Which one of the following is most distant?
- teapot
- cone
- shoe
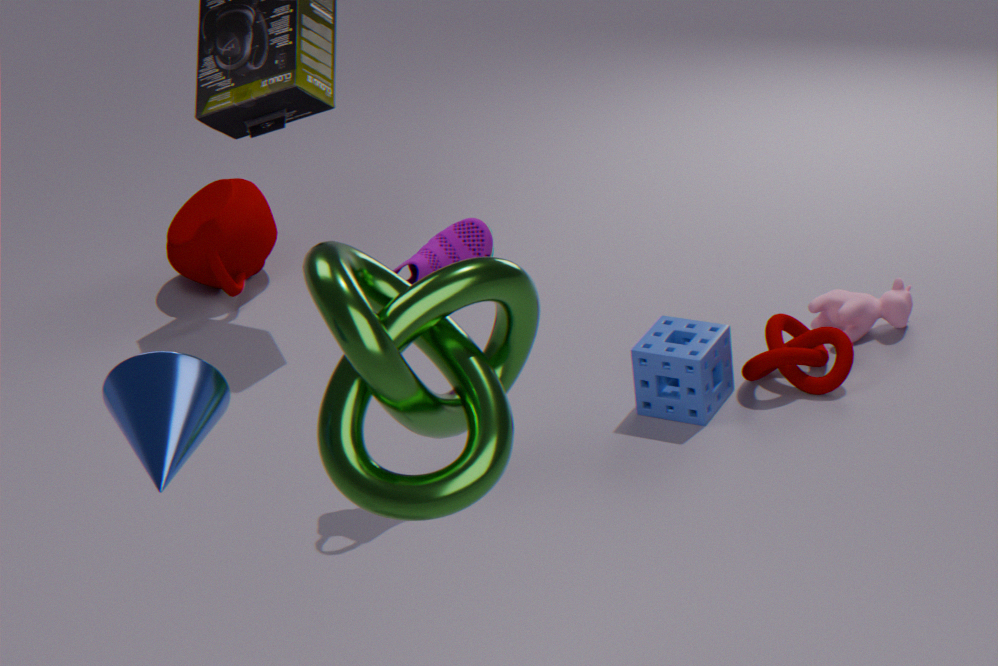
teapot
